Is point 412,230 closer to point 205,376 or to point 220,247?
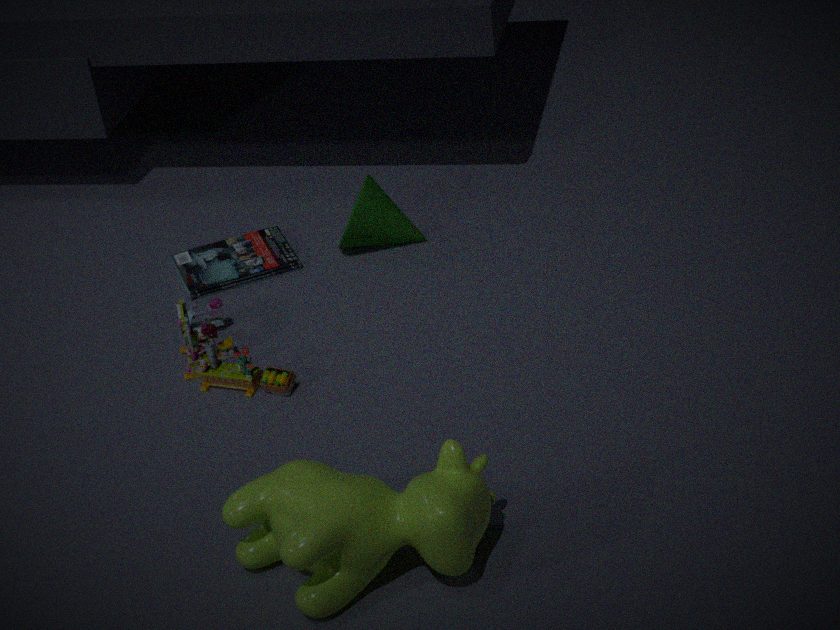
point 220,247
